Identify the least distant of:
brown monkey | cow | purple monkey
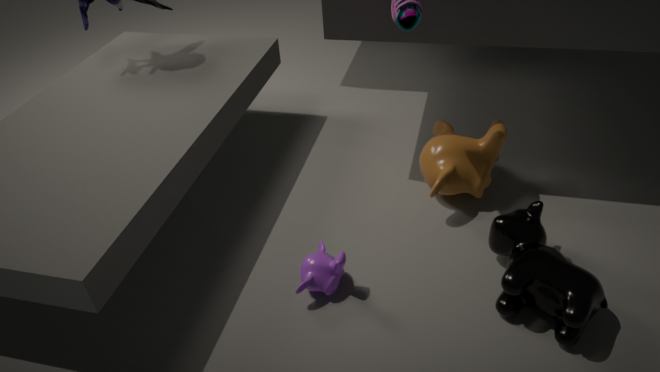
cow
